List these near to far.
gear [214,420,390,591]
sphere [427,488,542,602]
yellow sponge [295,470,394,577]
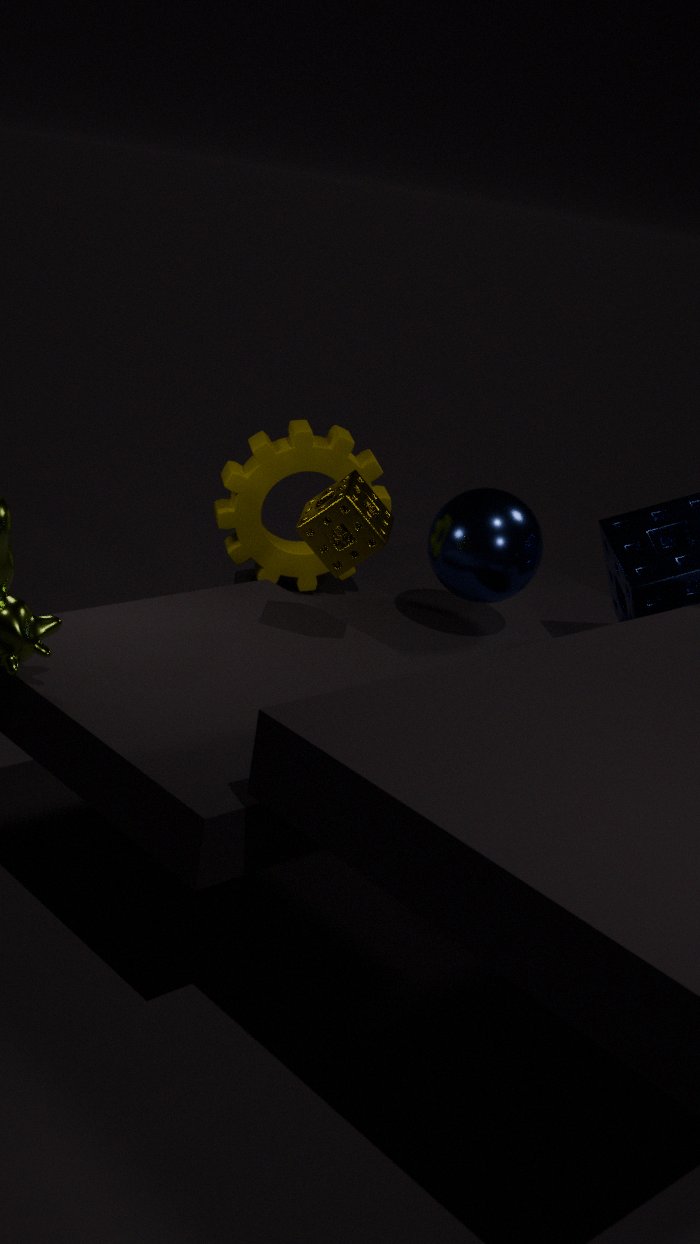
yellow sponge [295,470,394,577]
sphere [427,488,542,602]
gear [214,420,390,591]
